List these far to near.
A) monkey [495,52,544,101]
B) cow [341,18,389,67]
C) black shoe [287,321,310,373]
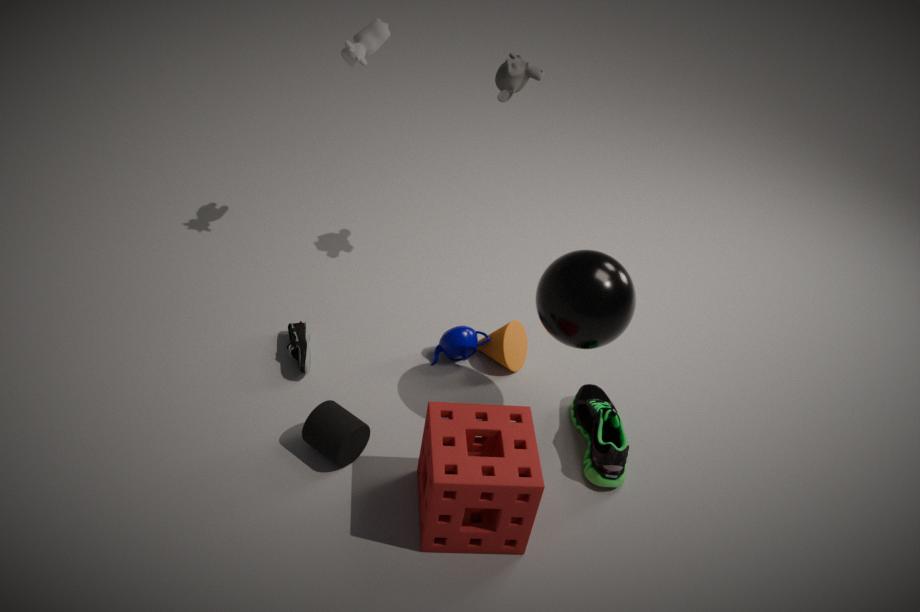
cow [341,18,389,67] → monkey [495,52,544,101] → black shoe [287,321,310,373]
